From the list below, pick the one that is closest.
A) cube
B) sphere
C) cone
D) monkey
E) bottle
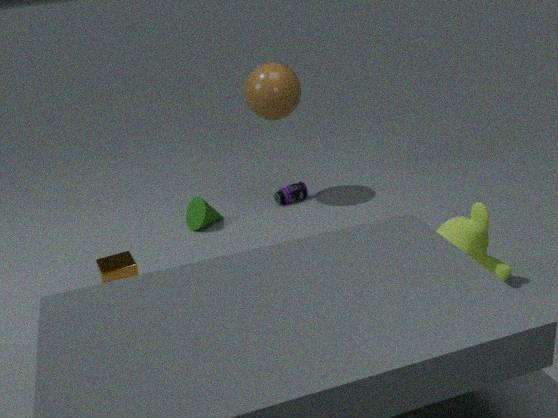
monkey
